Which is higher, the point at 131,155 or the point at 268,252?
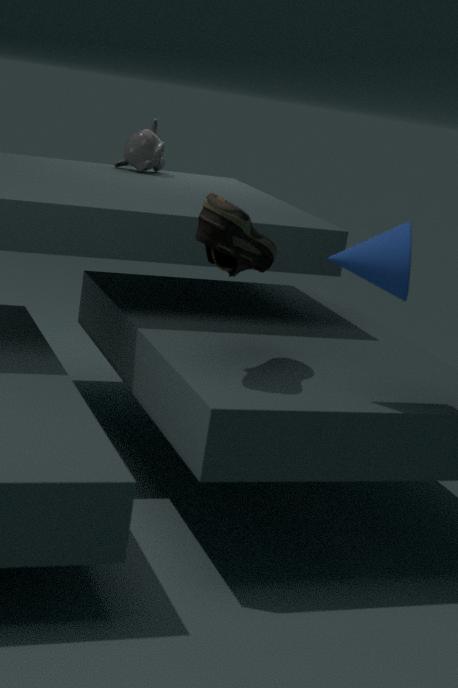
the point at 131,155
